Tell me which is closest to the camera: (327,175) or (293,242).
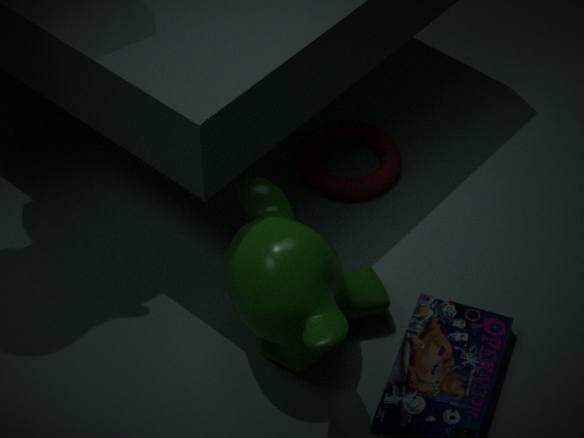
(293,242)
